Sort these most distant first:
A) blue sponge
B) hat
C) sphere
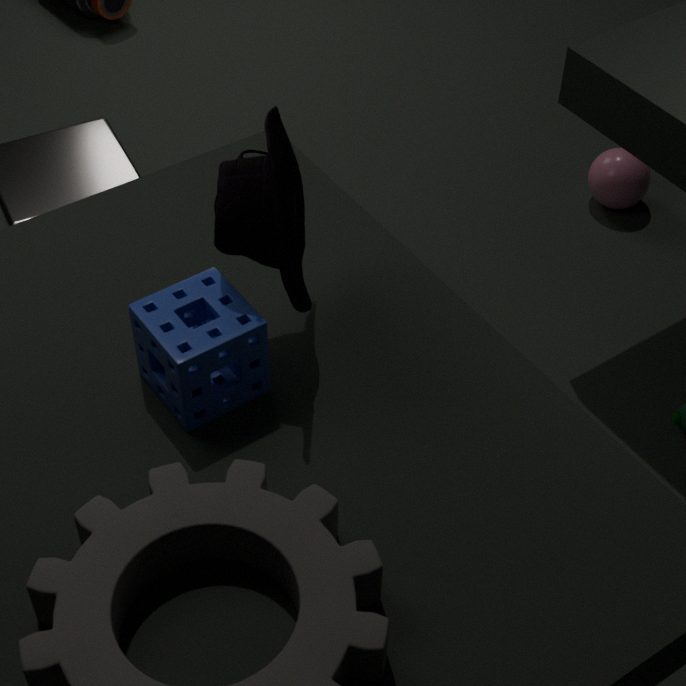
sphere < blue sponge < hat
